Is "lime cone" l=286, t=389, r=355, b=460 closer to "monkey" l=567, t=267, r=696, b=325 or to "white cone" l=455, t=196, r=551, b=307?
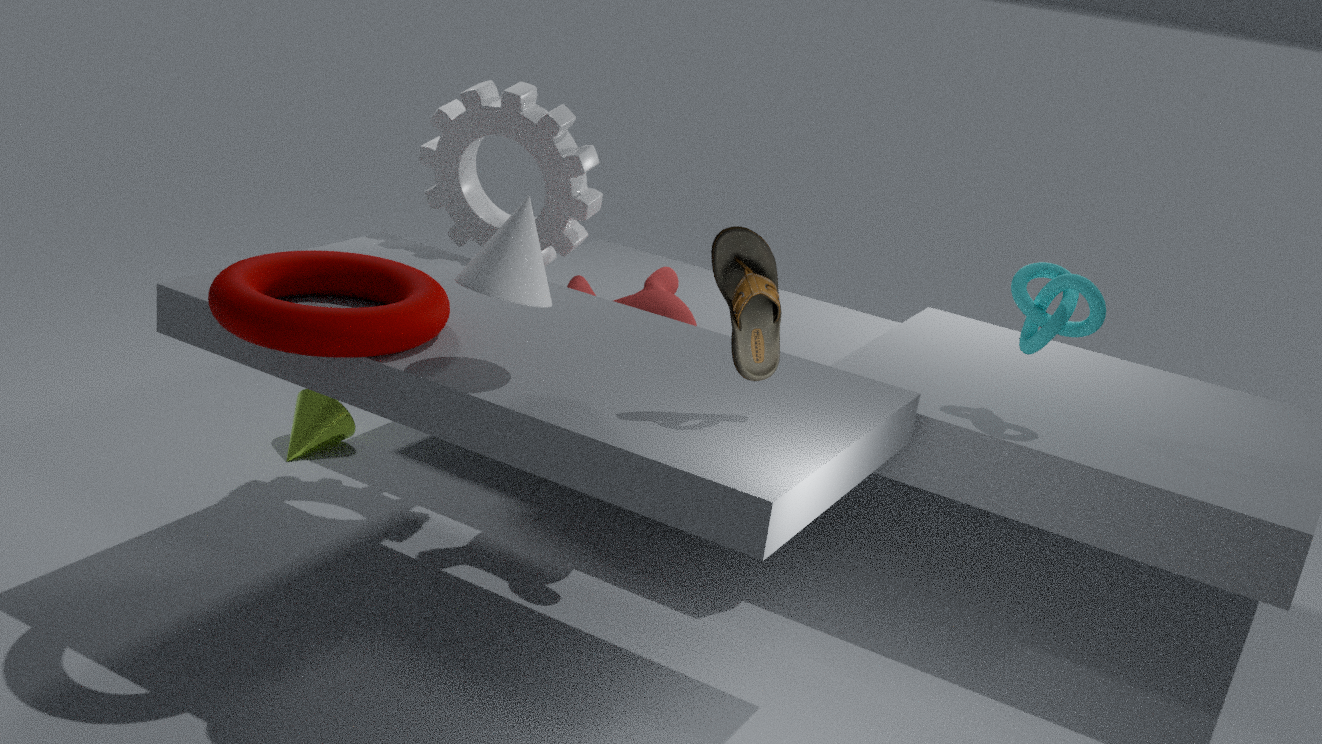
"monkey" l=567, t=267, r=696, b=325
